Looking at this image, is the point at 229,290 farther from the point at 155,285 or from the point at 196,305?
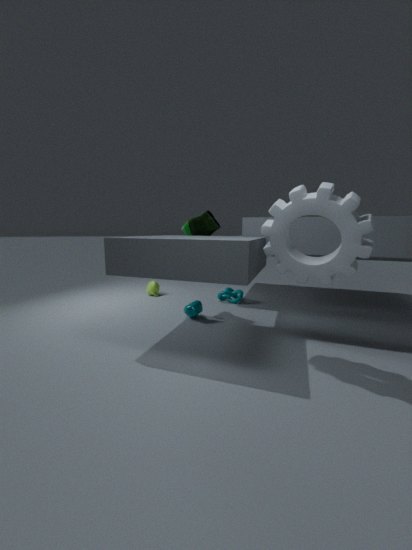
the point at 155,285
